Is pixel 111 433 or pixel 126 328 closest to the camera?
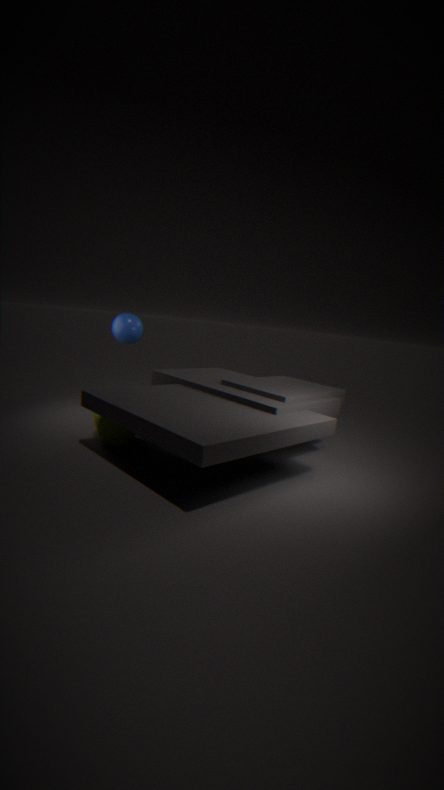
pixel 111 433
